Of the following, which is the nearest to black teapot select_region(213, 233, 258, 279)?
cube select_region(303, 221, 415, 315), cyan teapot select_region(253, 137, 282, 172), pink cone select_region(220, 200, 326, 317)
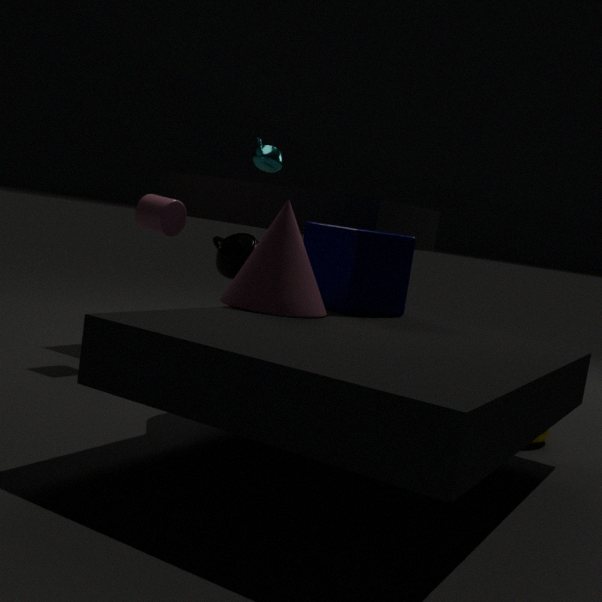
cyan teapot select_region(253, 137, 282, 172)
